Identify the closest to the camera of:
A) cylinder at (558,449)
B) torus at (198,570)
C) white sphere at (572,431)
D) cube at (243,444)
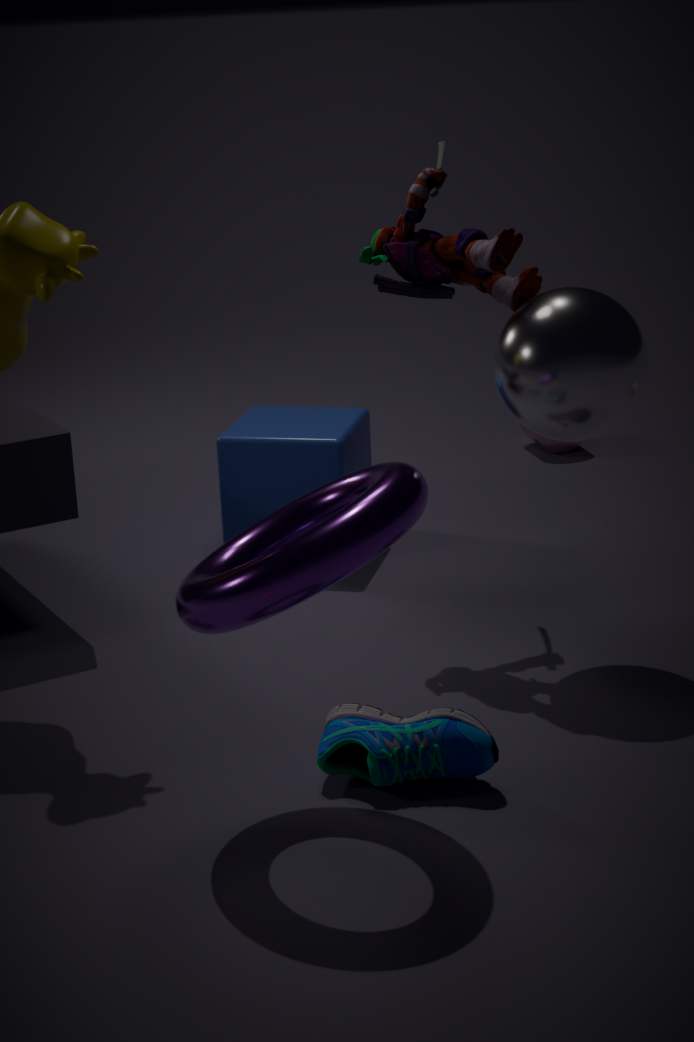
torus at (198,570)
